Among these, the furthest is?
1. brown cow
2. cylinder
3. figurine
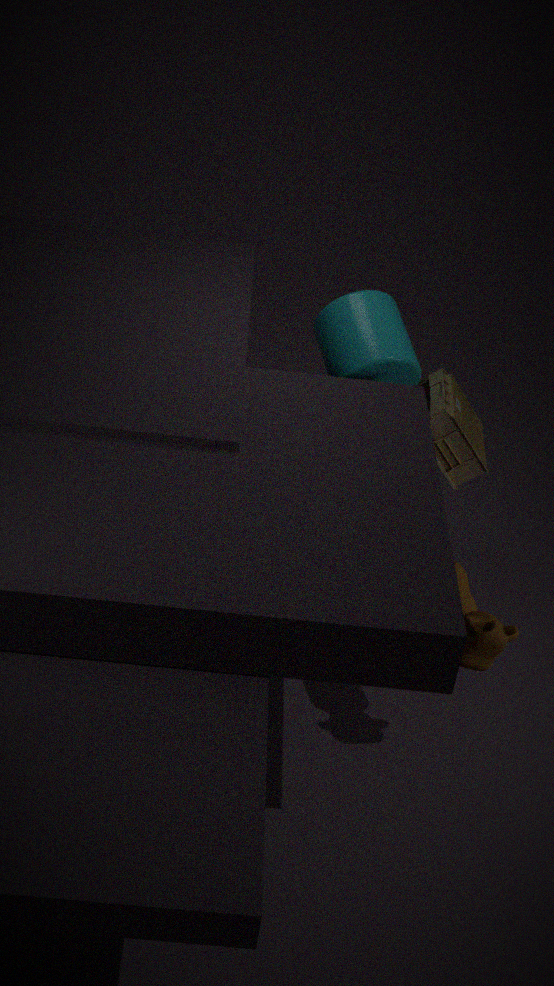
figurine
